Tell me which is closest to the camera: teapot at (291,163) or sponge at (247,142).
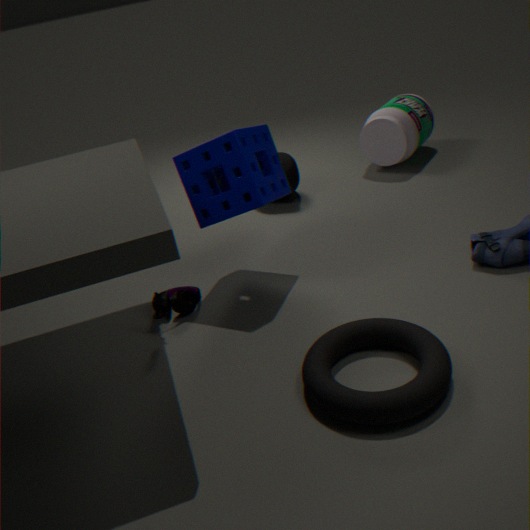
sponge at (247,142)
